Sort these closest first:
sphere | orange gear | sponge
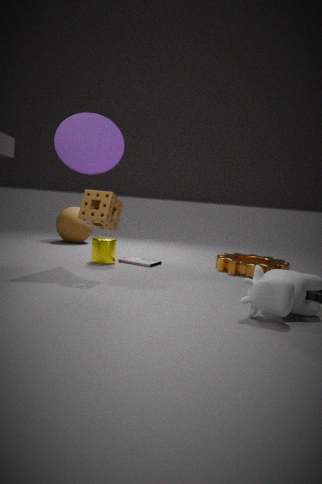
1. sponge
2. orange gear
3. sphere
